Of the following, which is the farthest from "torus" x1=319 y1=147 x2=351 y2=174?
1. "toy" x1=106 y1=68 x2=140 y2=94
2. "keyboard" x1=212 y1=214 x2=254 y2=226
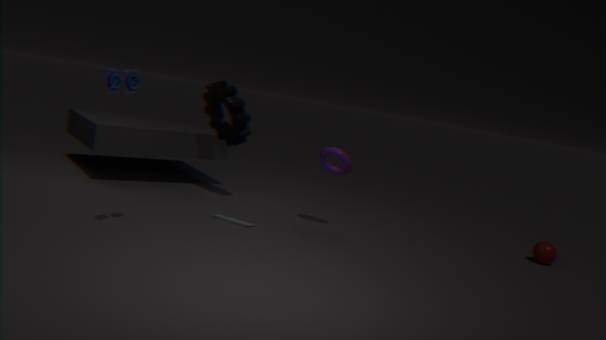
"toy" x1=106 y1=68 x2=140 y2=94
